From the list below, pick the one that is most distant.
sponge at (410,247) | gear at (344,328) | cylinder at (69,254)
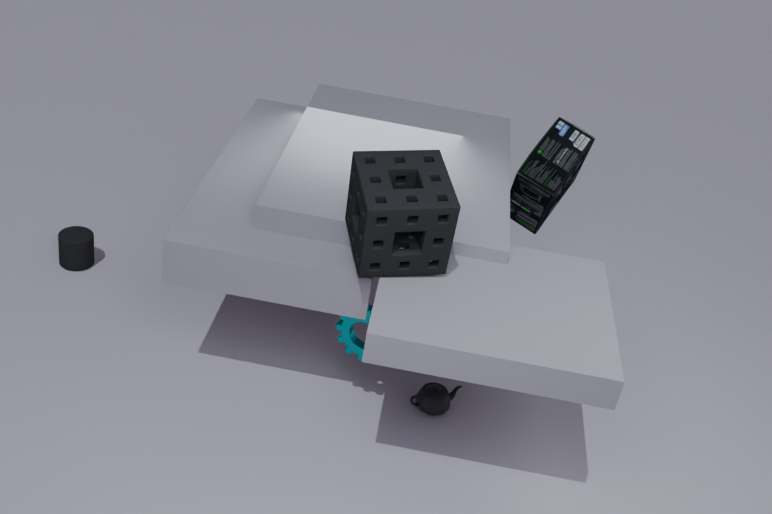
cylinder at (69,254)
